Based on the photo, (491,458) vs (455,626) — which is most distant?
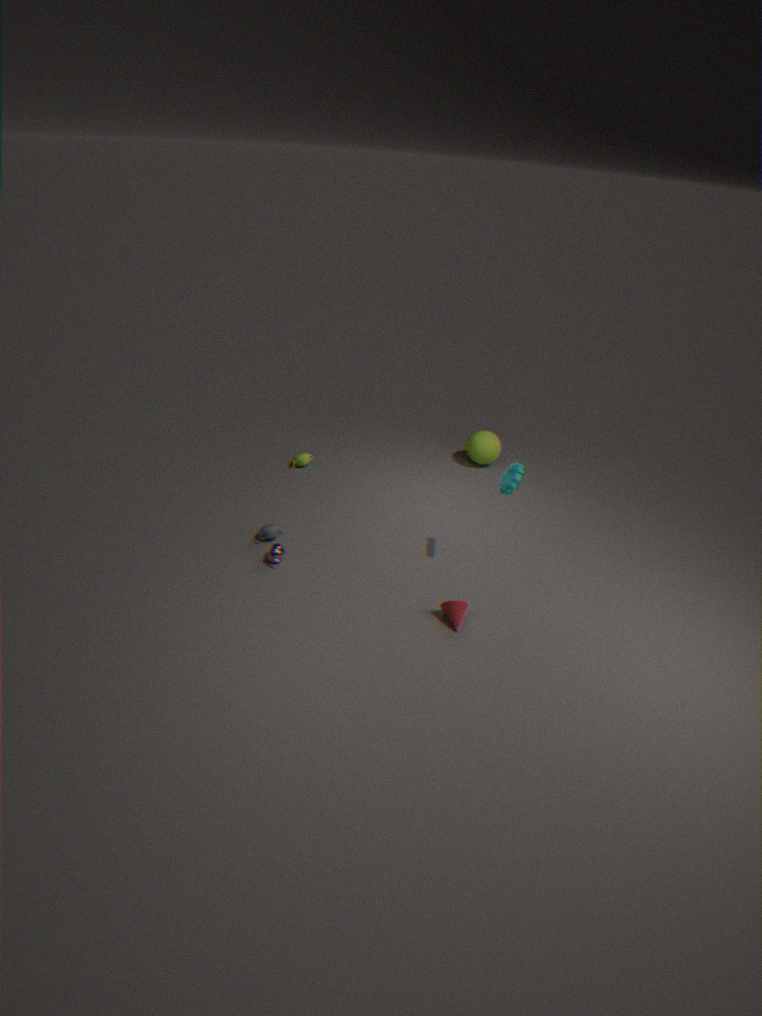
(491,458)
